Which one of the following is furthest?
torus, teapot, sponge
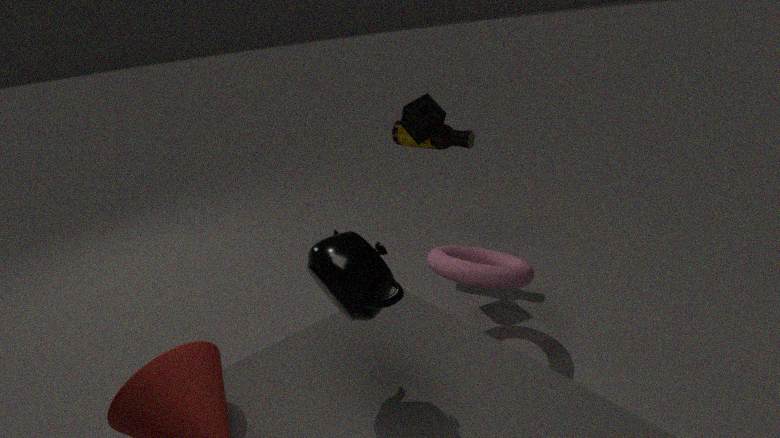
sponge
